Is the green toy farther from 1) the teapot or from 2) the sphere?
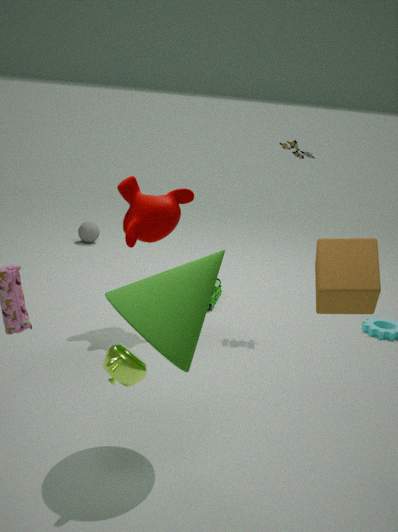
1) the teapot
